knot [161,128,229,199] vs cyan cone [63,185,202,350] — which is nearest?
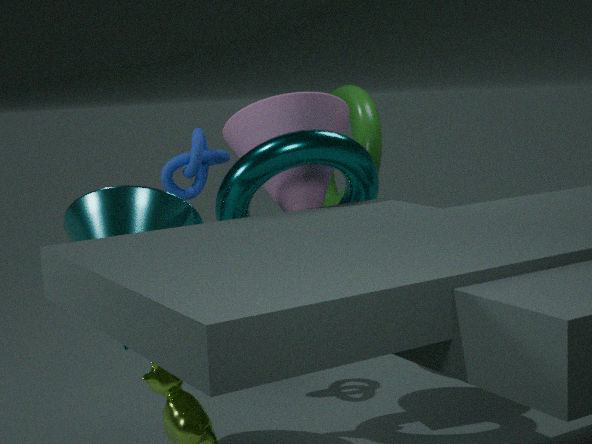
cyan cone [63,185,202,350]
